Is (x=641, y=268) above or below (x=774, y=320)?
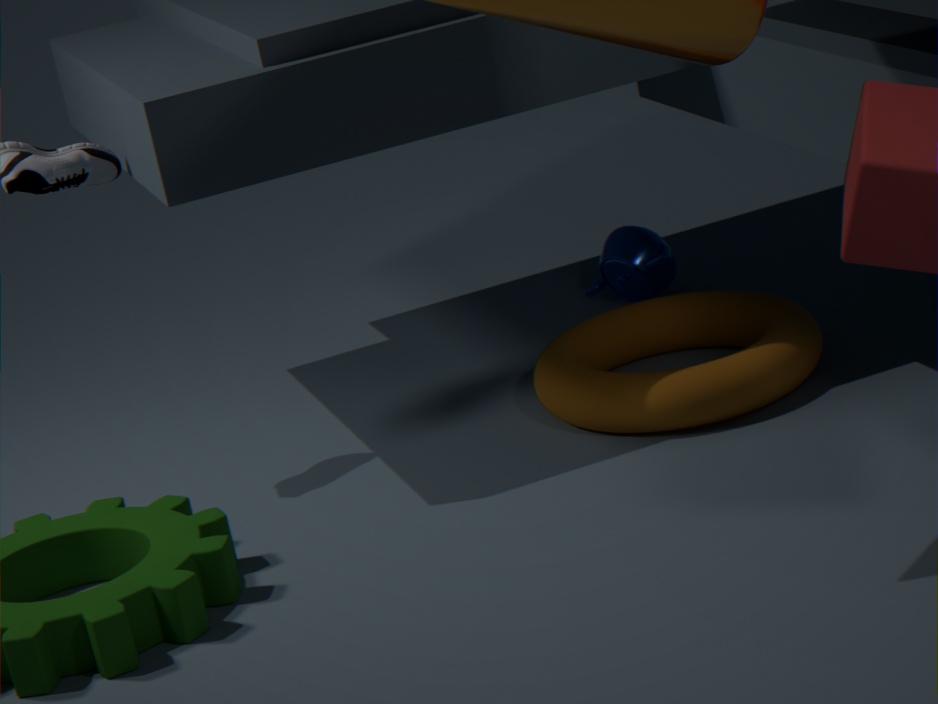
above
